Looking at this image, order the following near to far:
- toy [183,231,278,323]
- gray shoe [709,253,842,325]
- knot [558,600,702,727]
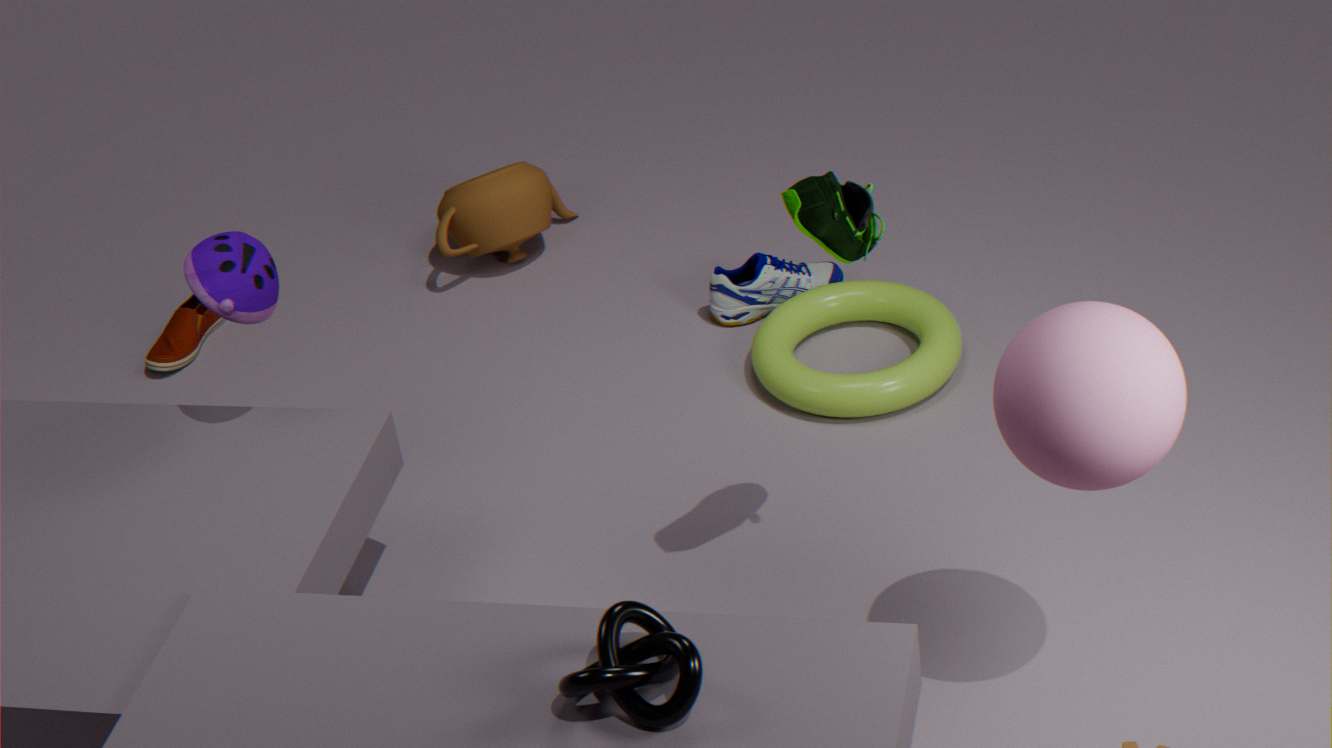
knot [558,600,702,727] → toy [183,231,278,323] → gray shoe [709,253,842,325]
